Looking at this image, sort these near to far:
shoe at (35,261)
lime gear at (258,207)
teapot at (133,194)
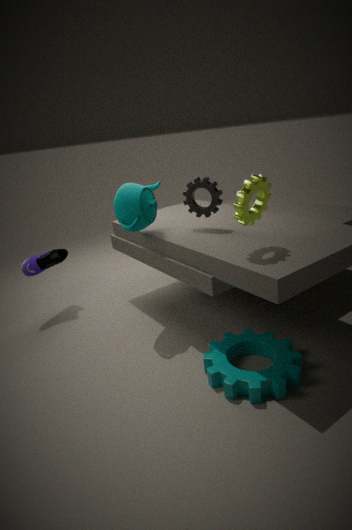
1. lime gear at (258,207)
2. teapot at (133,194)
3. shoe at (35,261)
